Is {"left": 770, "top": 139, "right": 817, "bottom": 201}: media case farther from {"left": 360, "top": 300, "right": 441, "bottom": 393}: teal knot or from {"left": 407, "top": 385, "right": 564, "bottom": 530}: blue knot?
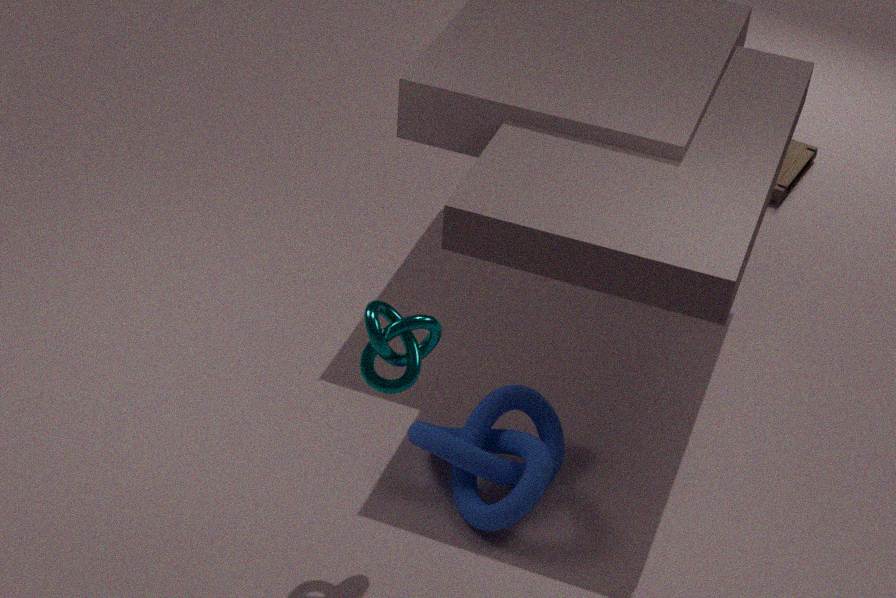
{"left": 360, "top": 300, "right": 441, "bottom": 393}: teal knot
